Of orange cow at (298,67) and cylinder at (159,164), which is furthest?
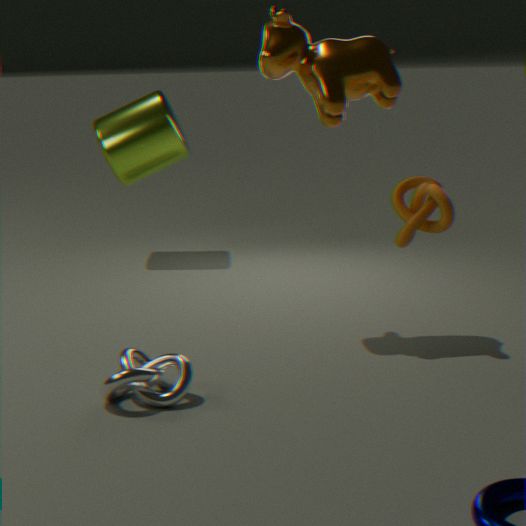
cylinder at (159,164)
